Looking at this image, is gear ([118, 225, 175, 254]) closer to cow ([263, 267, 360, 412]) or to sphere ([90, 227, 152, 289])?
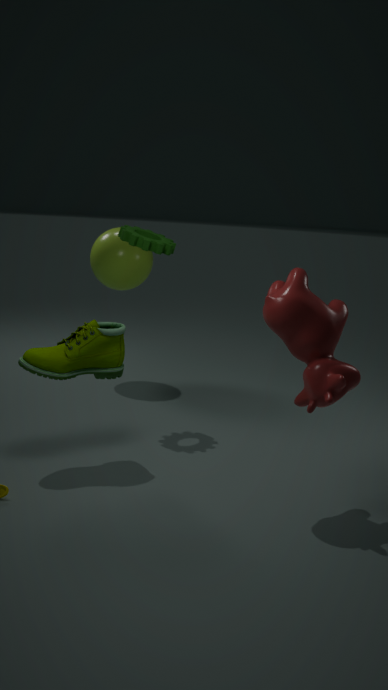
sphere ([90, 227, 152, 289])
